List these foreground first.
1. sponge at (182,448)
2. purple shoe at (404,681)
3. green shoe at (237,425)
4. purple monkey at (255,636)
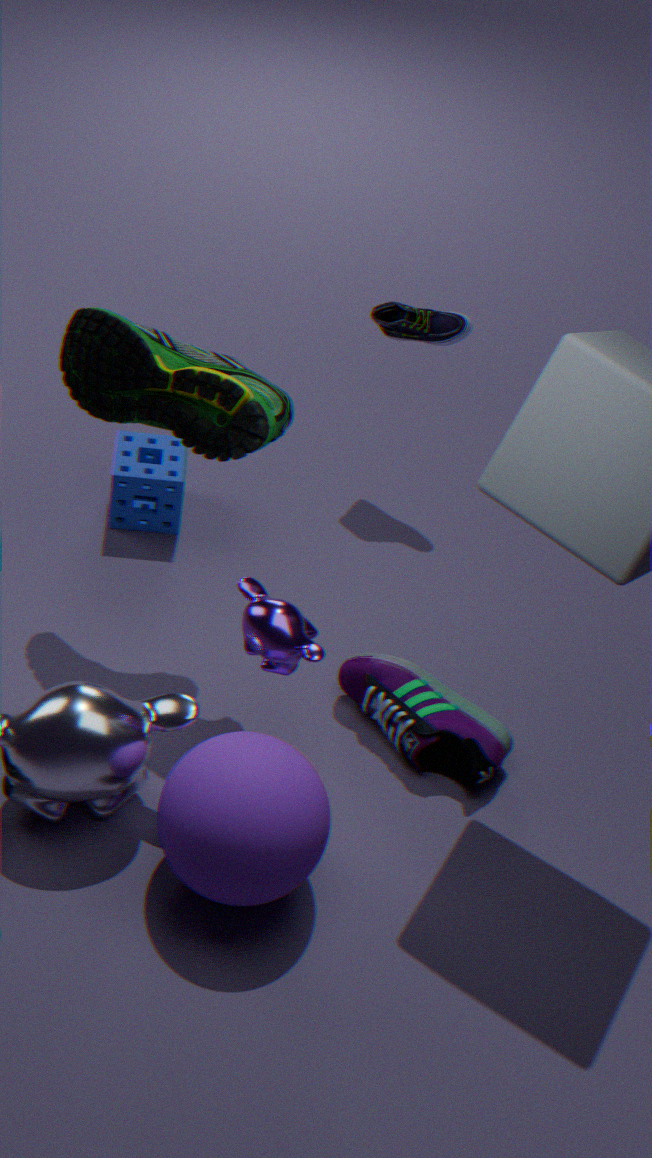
purple monkey at (255,636) → green shoe at (237,425) → purple shoe at (404,681) → sponge at (182,448)
